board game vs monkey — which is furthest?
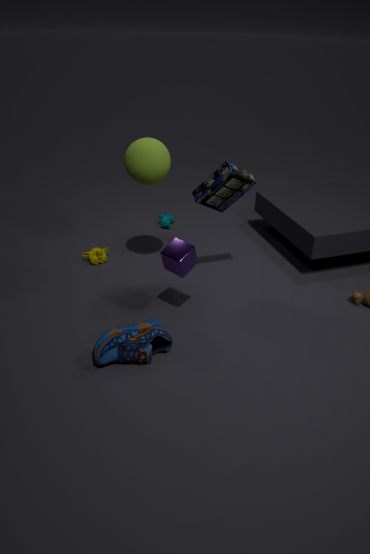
monkey
